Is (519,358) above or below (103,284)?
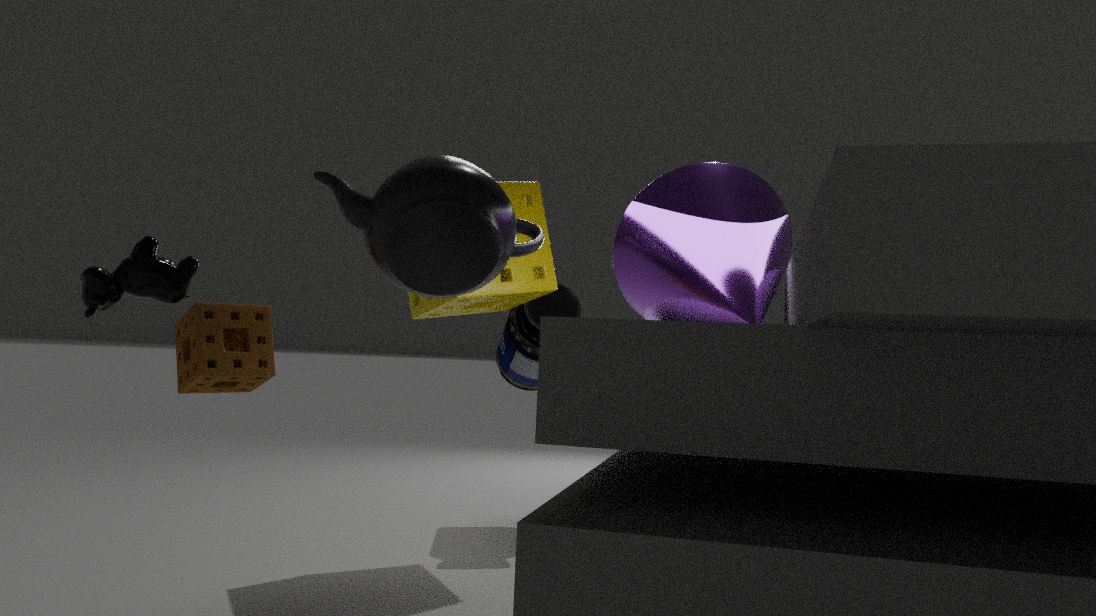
below
